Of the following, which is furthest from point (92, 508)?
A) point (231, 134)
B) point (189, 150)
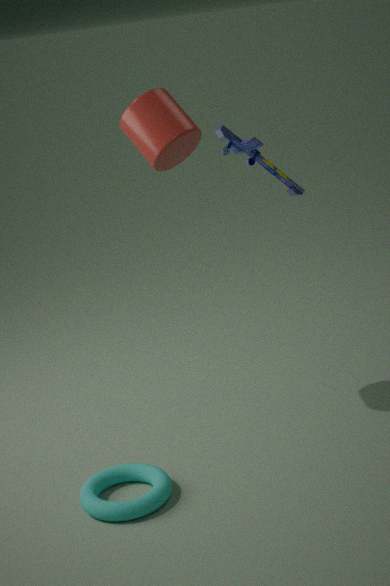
point (231, 134)
